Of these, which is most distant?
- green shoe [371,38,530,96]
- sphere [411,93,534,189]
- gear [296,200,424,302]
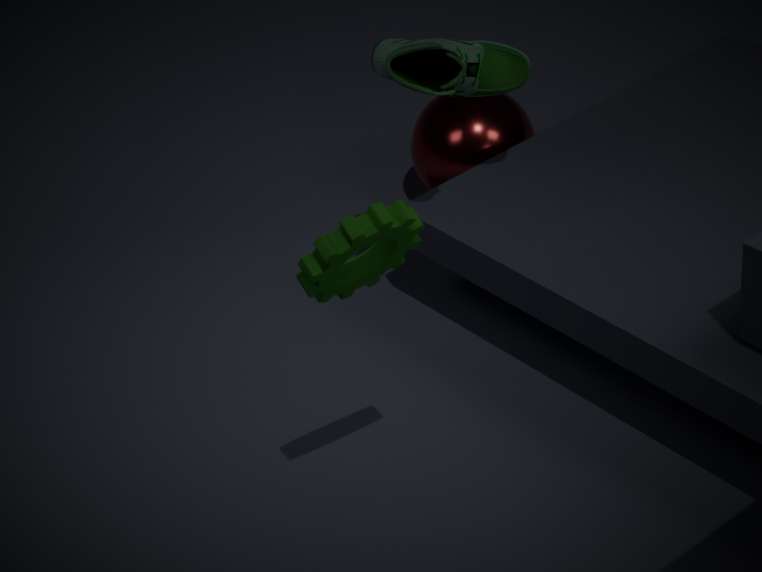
sphere [411,93,534,189]
